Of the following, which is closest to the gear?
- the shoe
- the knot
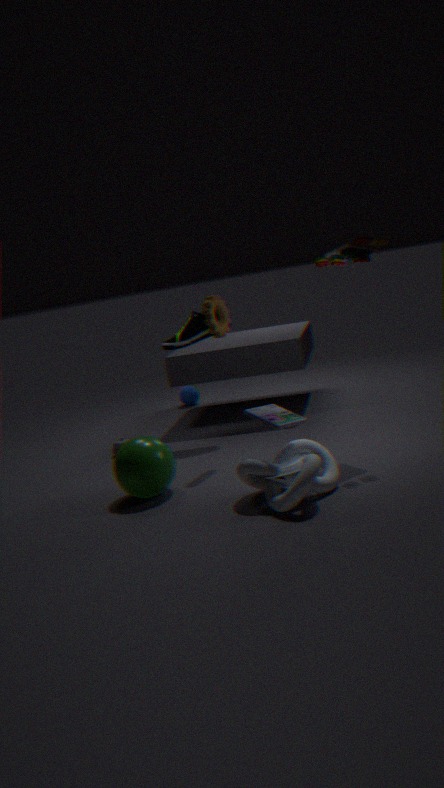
the shoe
